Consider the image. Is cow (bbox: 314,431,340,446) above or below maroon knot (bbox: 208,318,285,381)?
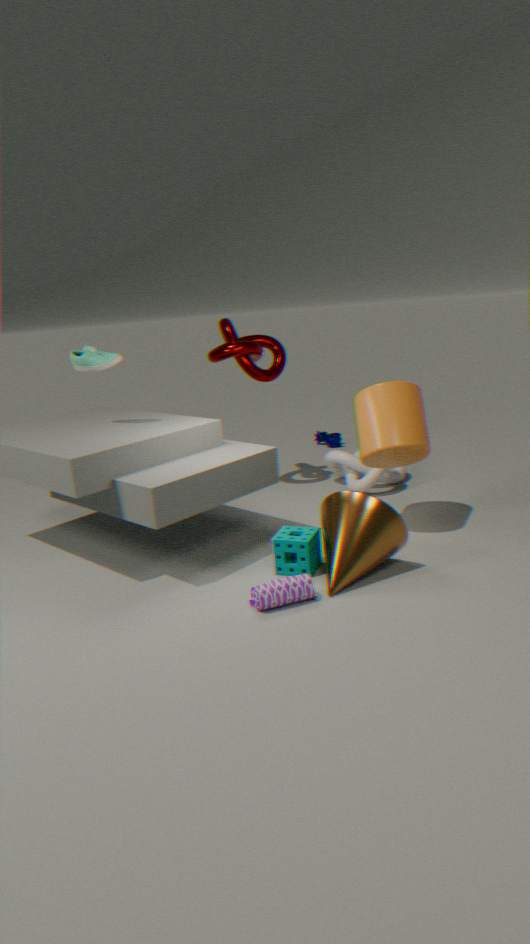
below
